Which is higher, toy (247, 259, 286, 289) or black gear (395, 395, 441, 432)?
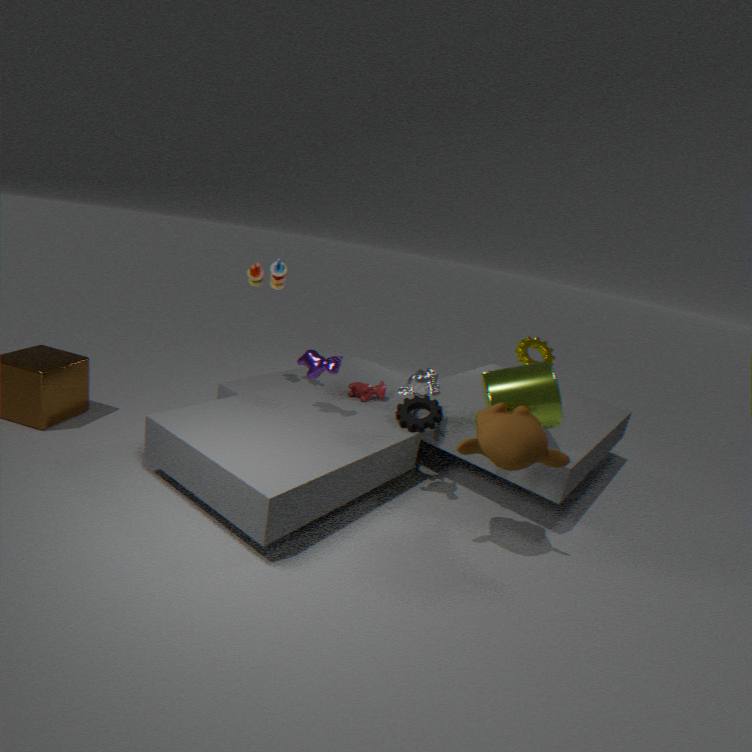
toy (247, 259, 286, 289)
